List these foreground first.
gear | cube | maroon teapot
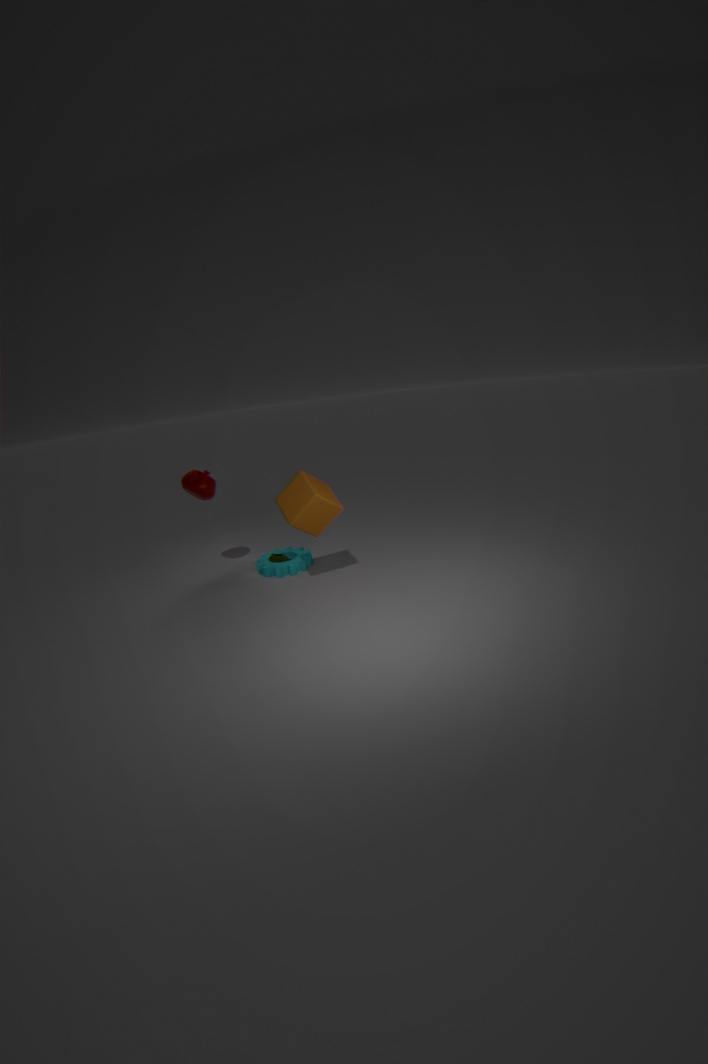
cube
maroon teapot
gear
